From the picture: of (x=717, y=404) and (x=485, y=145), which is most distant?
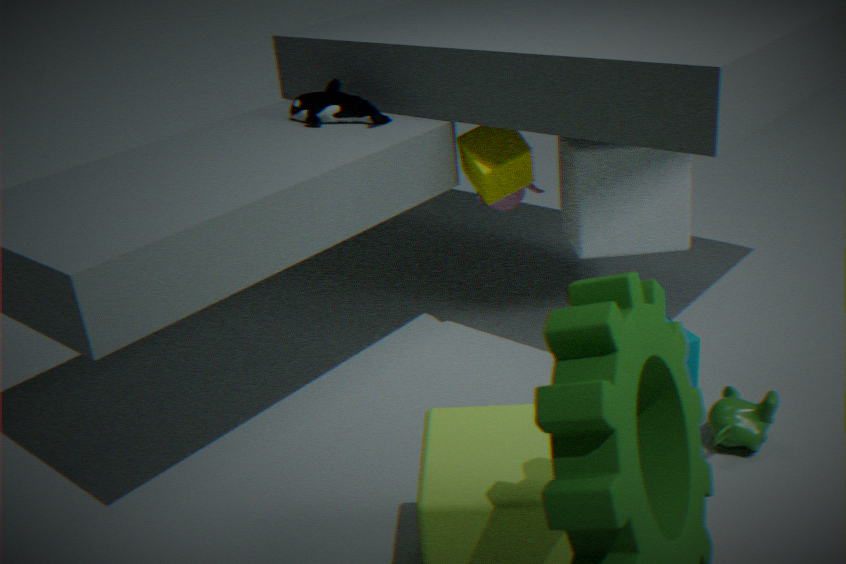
(x=485, y=145)
